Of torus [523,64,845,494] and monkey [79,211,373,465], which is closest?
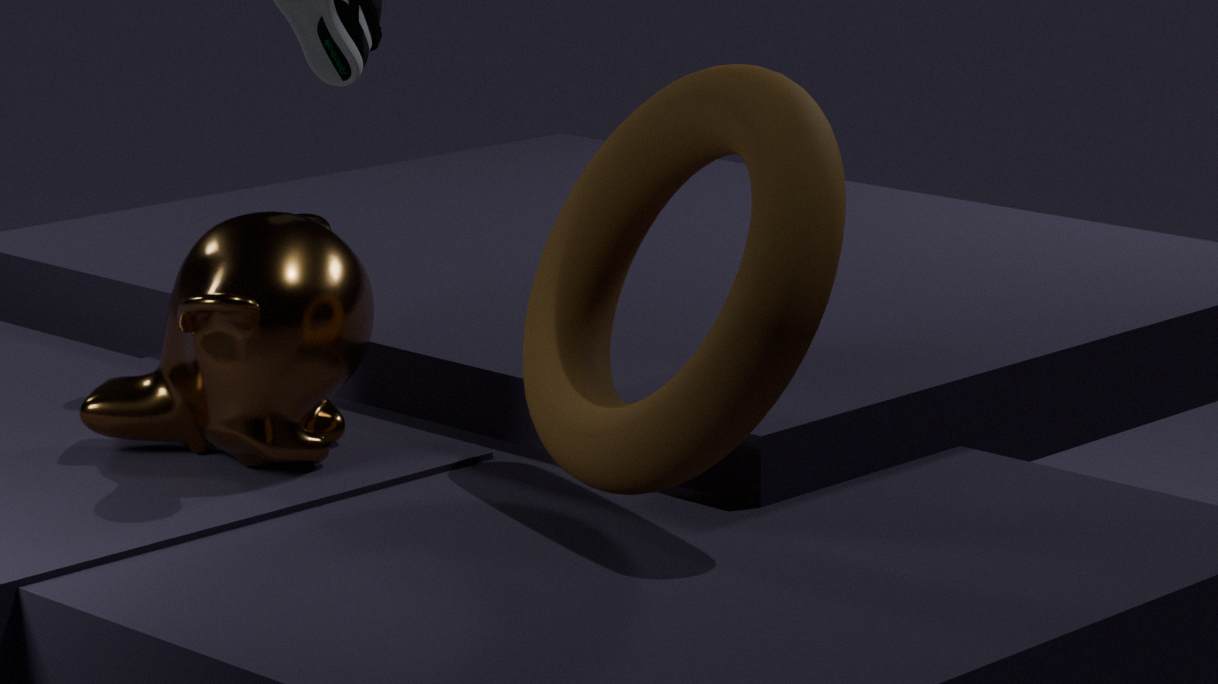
torus [523,64,845,494]
